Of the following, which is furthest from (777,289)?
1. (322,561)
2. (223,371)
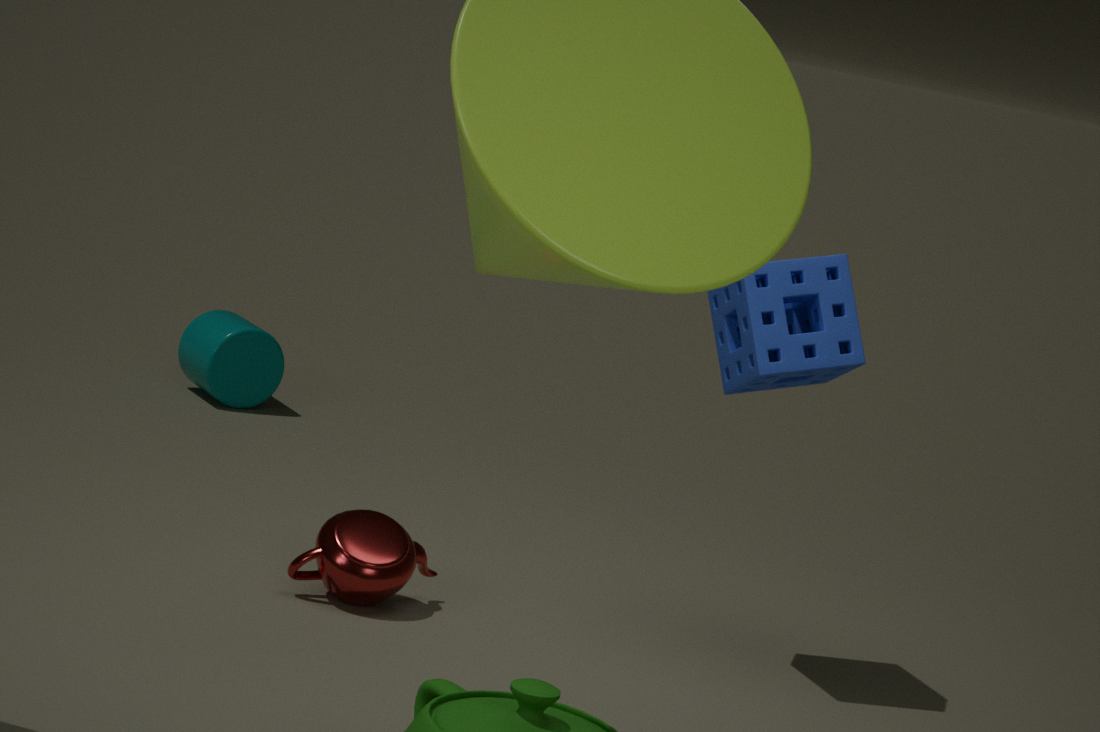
(223,371)
